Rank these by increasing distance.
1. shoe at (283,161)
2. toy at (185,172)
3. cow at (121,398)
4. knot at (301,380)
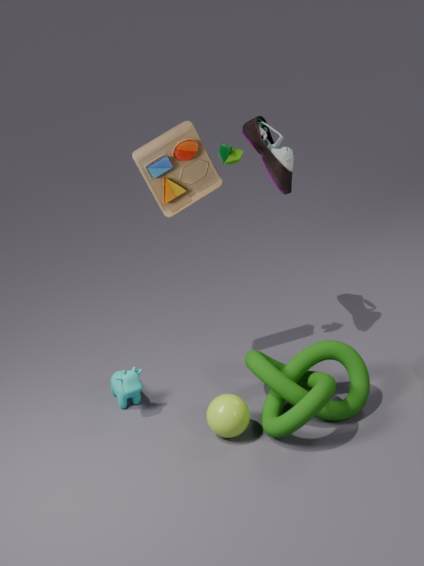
knot at (301,380), cow at (121,398), toy at (185,172), shoe at (283,161)
